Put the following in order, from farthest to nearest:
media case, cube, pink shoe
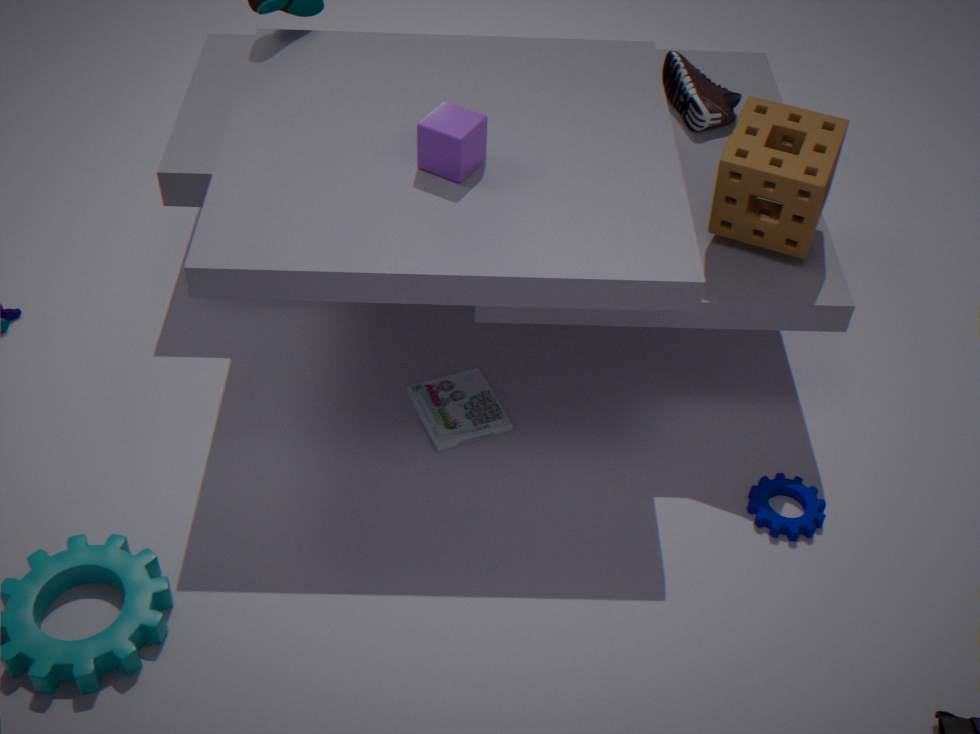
pink shoe, media case, cube
